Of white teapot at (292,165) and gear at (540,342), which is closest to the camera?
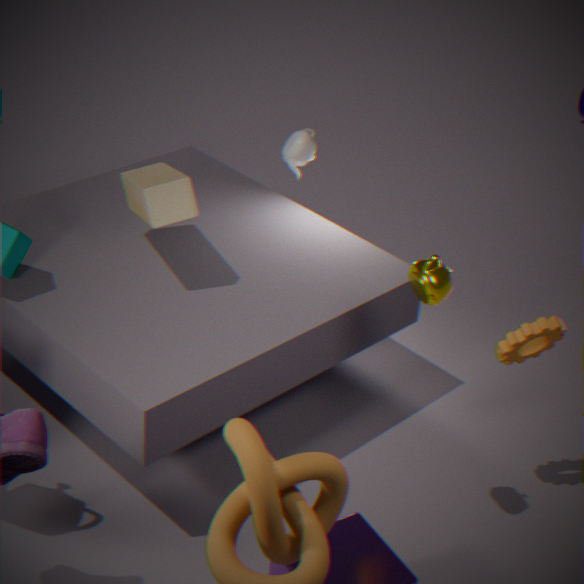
gear at (540,342)
